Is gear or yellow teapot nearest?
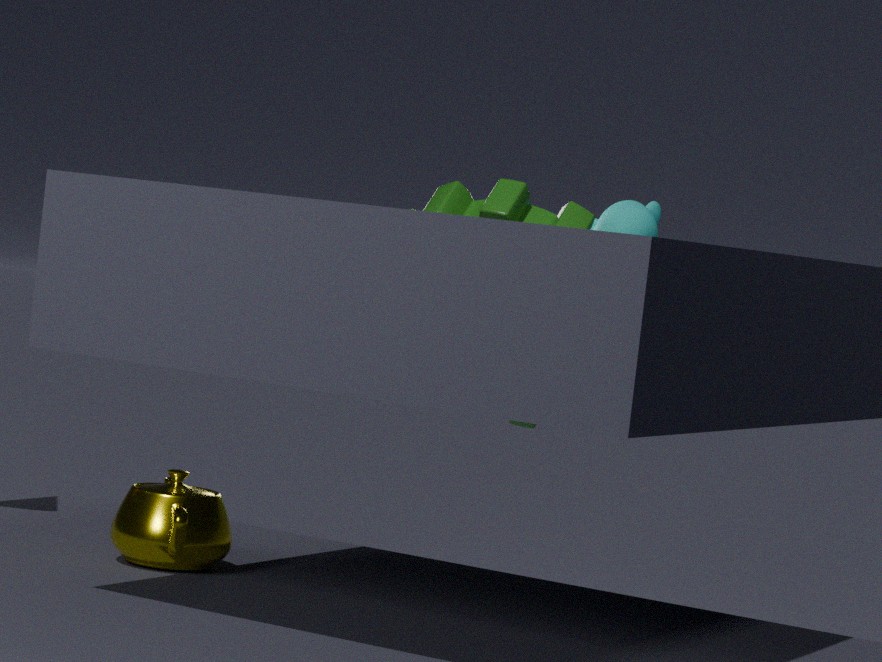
yellow teapot
